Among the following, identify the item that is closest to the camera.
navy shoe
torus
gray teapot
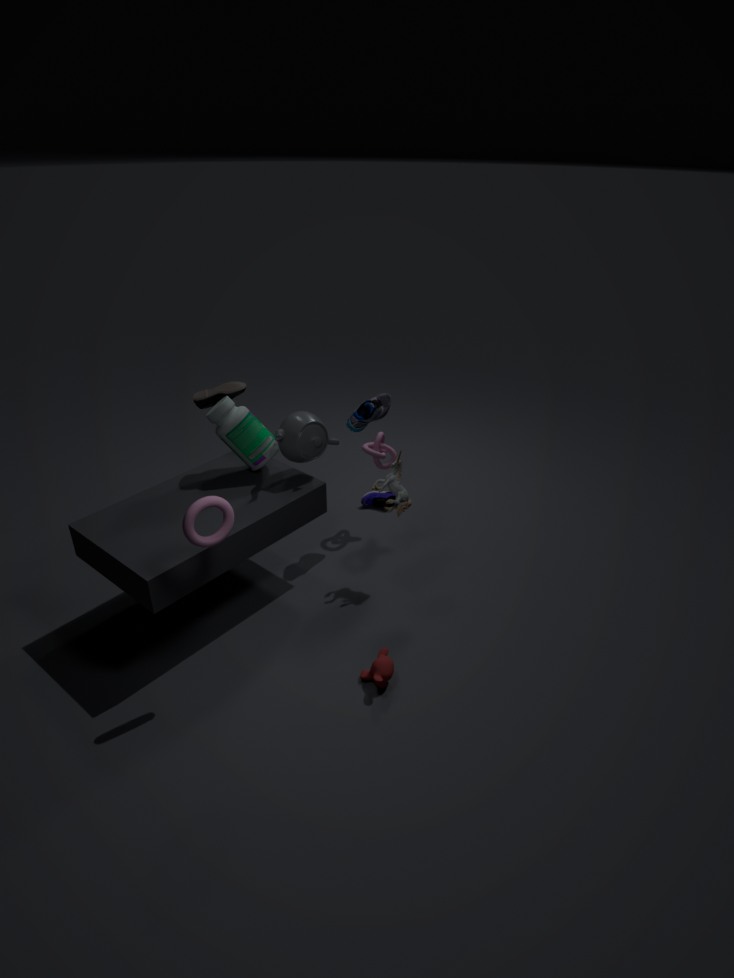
torus
